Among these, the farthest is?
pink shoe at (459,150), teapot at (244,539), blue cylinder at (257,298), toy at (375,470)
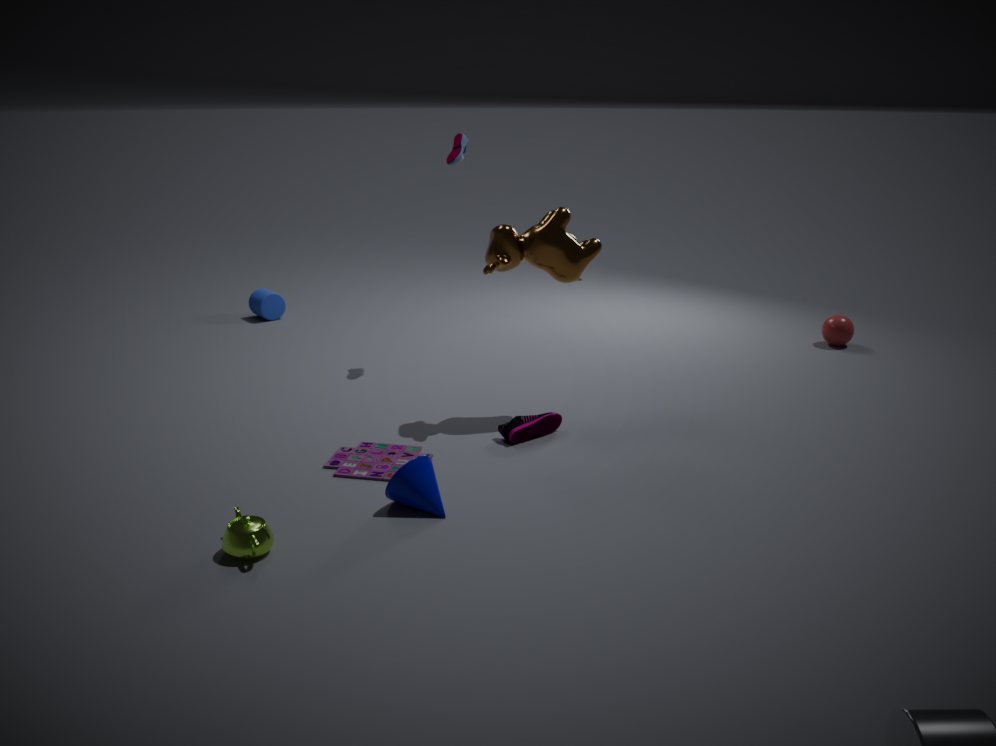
blue cylinder at (257,298)
